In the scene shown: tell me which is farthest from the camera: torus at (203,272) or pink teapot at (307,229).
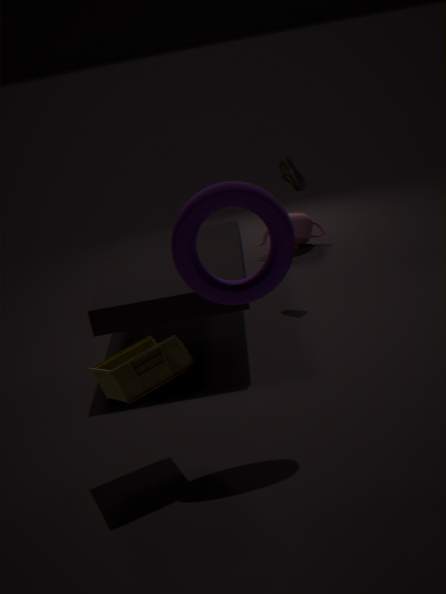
pink teapot at (307,229)
